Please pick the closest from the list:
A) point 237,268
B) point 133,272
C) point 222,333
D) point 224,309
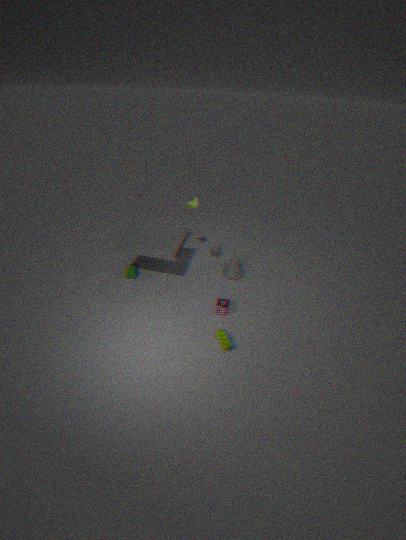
point 222,333
